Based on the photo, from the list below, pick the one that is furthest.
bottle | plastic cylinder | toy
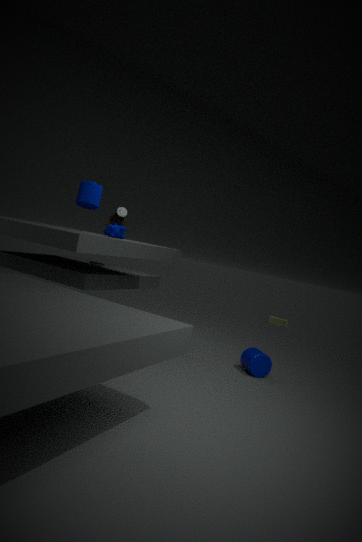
toy
